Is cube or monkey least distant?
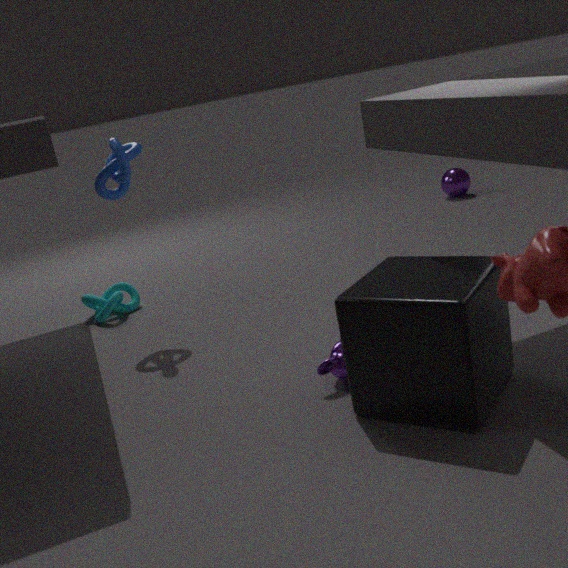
cube
